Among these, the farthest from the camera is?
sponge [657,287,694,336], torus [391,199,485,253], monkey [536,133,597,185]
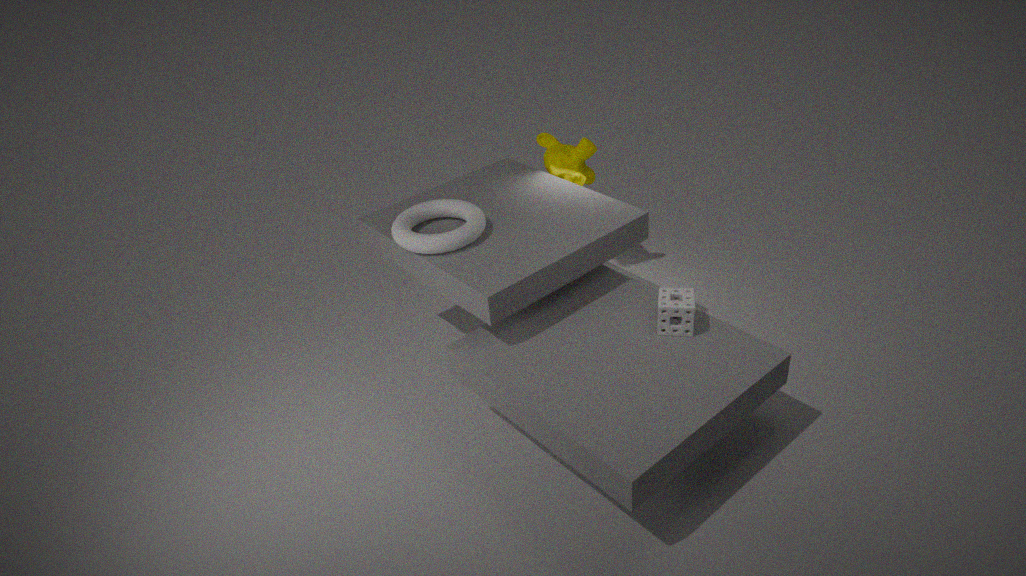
monkey [536,133,597,185]
